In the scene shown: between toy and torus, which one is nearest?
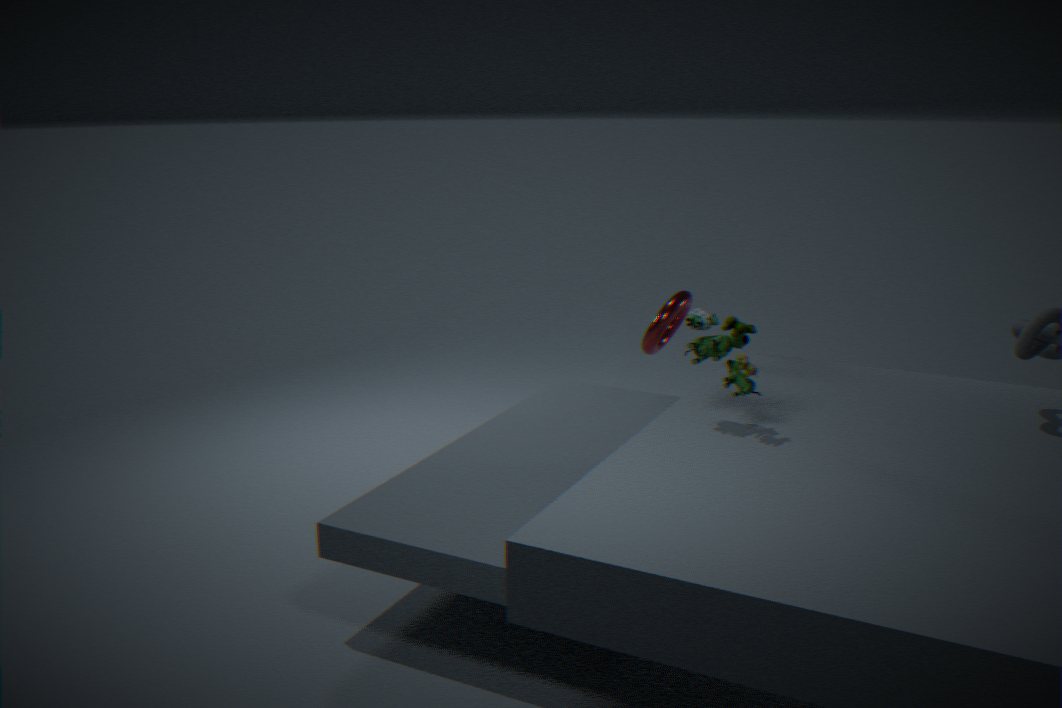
toy
